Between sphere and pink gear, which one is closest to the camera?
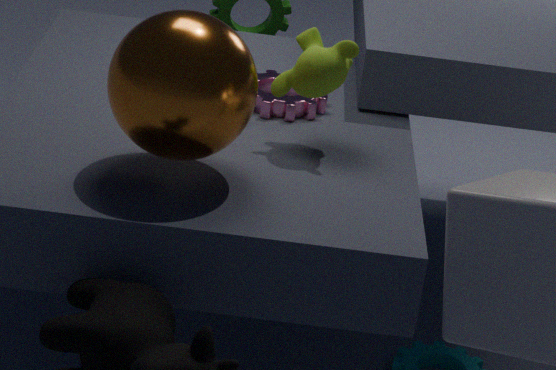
sphere
